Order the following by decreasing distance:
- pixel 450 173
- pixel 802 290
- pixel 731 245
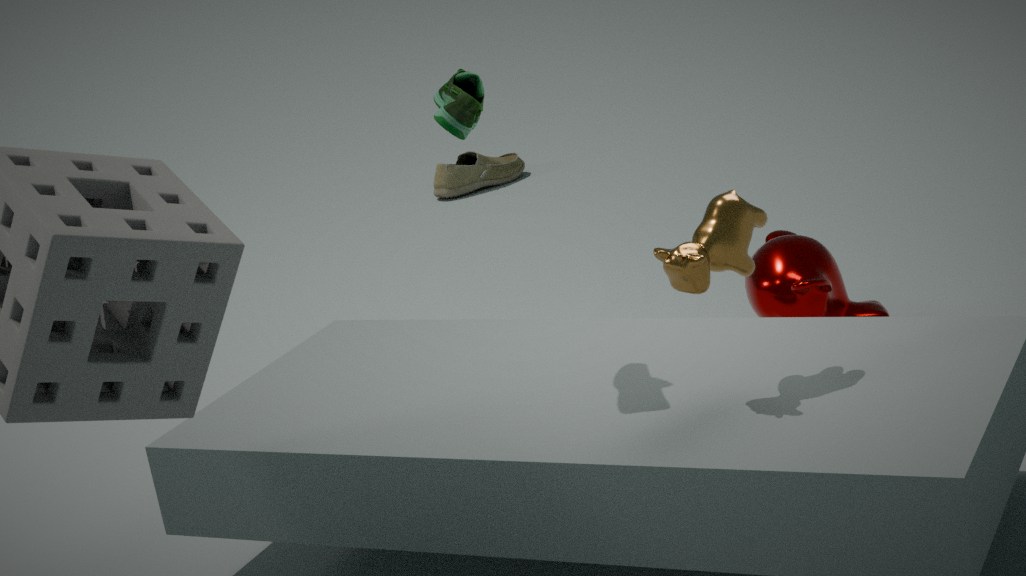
pixel 450 173
pixel 802 290
pixel 731 245
